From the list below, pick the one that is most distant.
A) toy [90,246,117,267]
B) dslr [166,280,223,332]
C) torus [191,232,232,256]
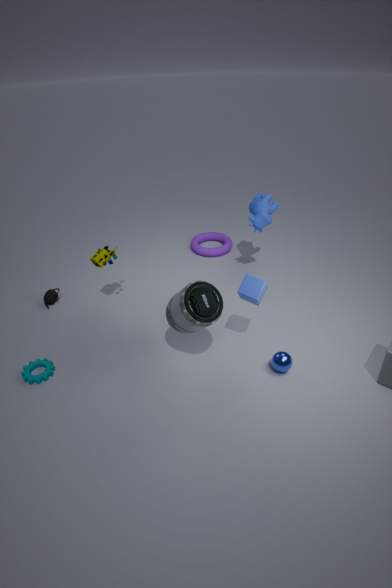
torus [191,232,232,256]
